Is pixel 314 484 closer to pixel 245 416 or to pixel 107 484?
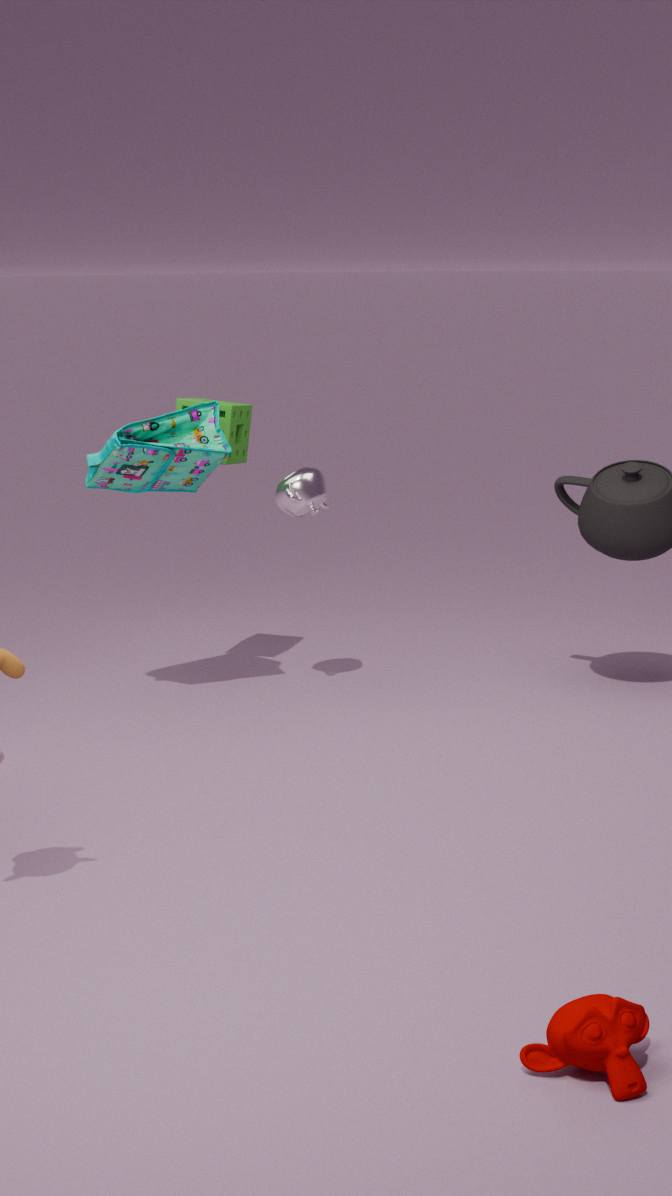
pixel 245 416
